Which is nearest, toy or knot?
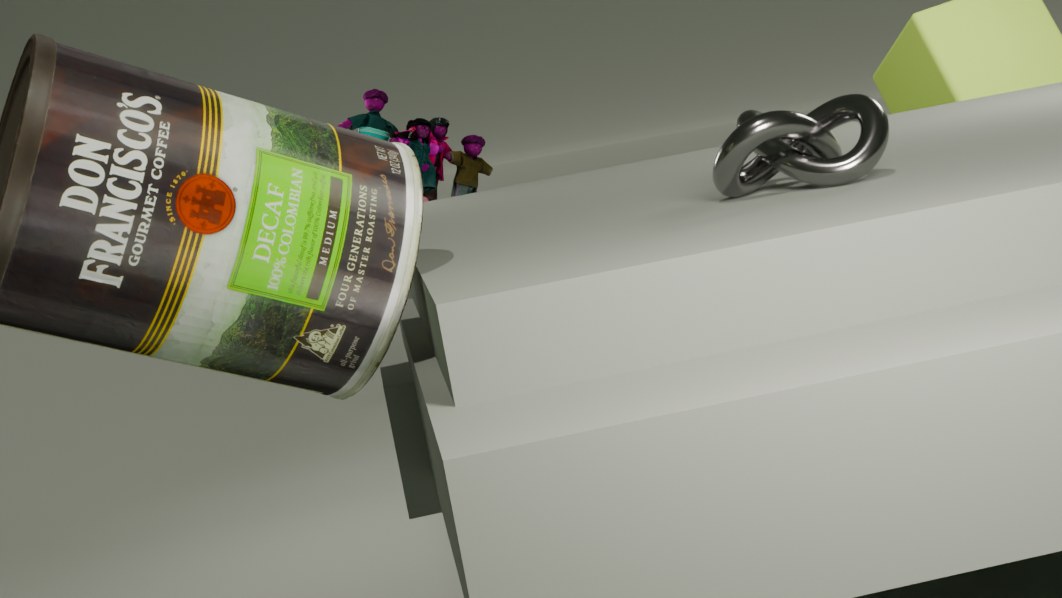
knot
